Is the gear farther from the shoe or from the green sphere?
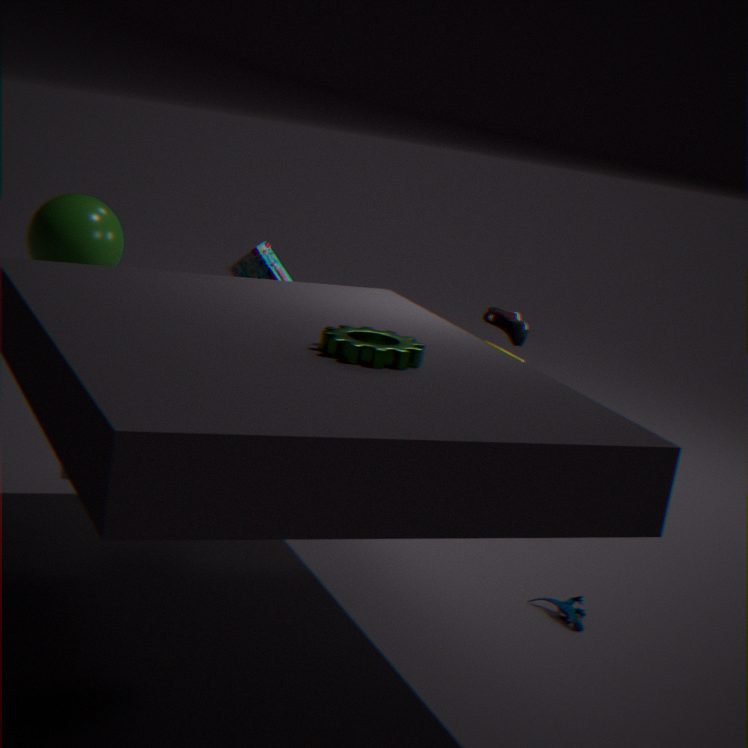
the green sphere
